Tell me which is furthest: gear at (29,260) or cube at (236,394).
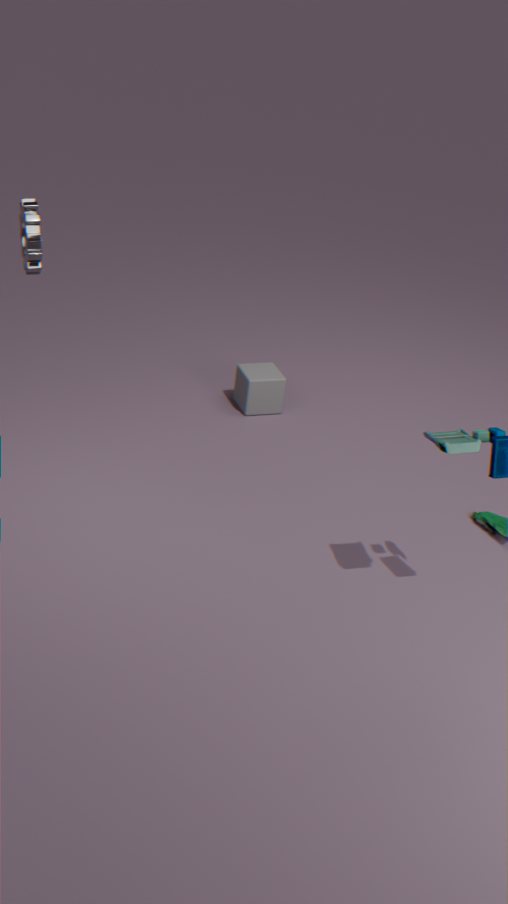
cube at (236,394)
